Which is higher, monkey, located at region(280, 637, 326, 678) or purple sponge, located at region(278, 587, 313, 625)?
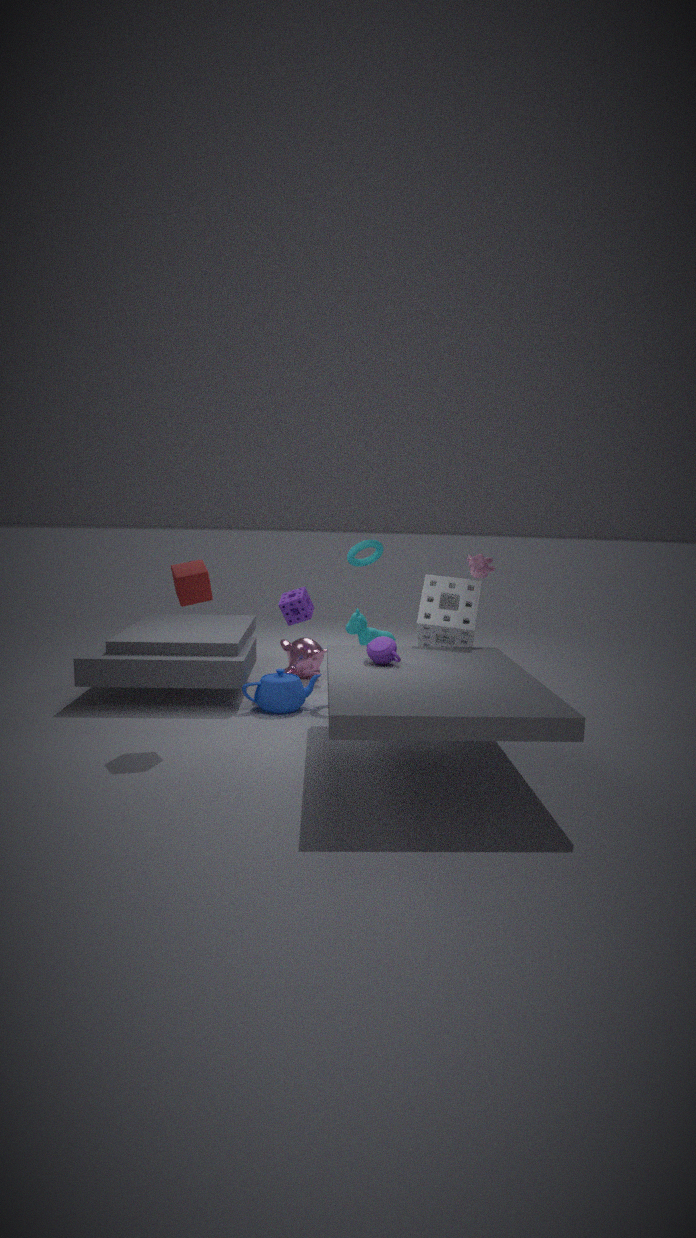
purple sponge, located at region(278, 587, 313, 625)
